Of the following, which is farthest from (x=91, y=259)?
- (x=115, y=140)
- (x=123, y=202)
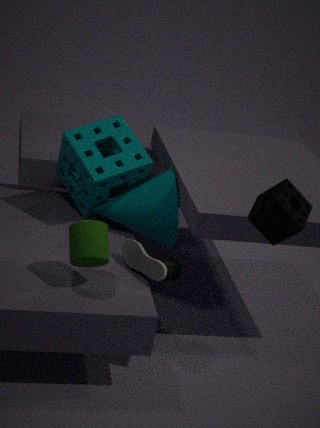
(x=115, y=140)
